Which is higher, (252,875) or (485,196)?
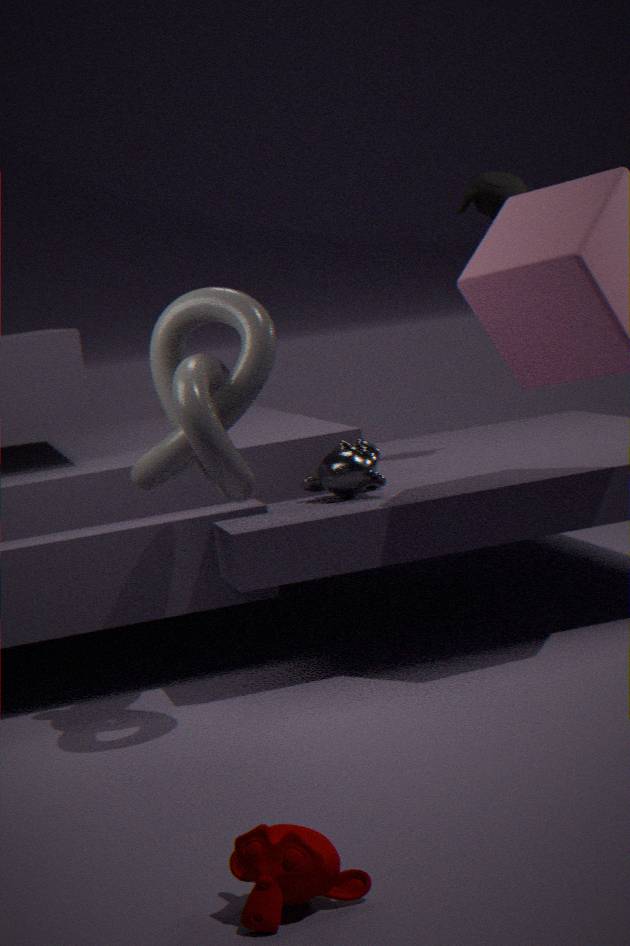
(485,196)
